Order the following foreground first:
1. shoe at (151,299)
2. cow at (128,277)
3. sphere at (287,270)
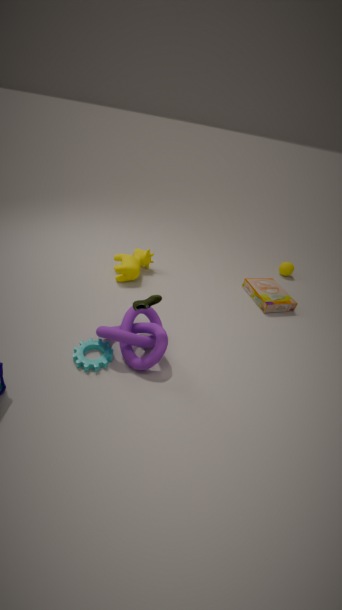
shoe at (151,299) < cow at (128,277) < sphere at (287,270)
